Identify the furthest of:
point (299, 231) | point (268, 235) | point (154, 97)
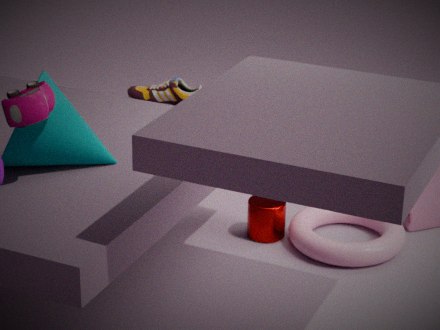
point (154, 97)
